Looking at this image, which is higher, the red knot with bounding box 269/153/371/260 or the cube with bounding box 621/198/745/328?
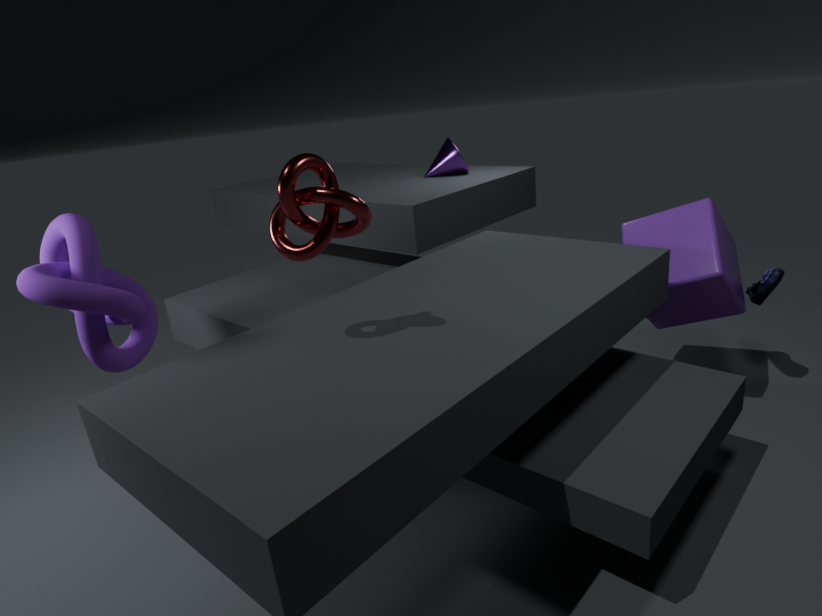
the red knot with bounding box 269/153/371/260
